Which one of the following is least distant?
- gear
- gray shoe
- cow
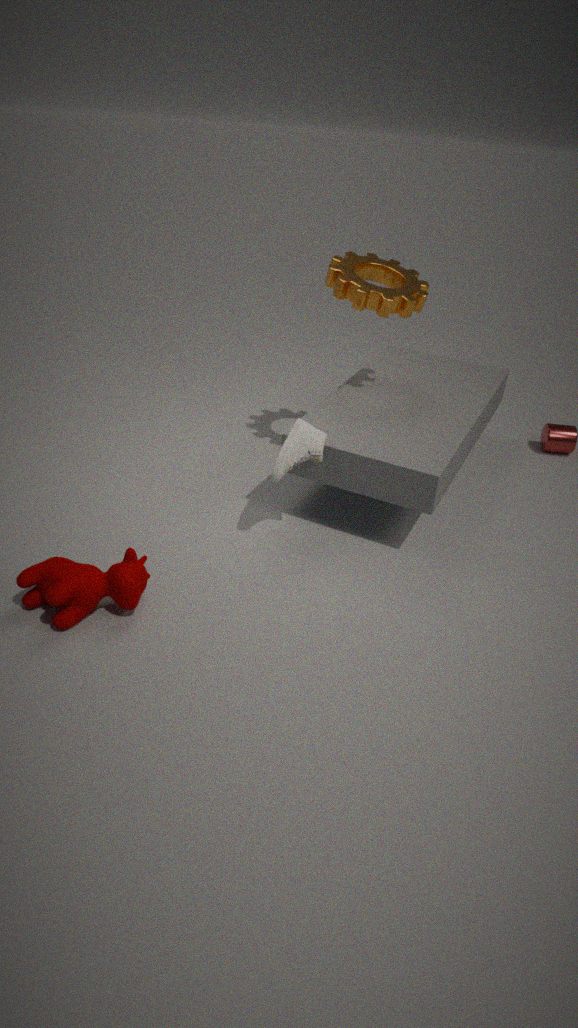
cow
